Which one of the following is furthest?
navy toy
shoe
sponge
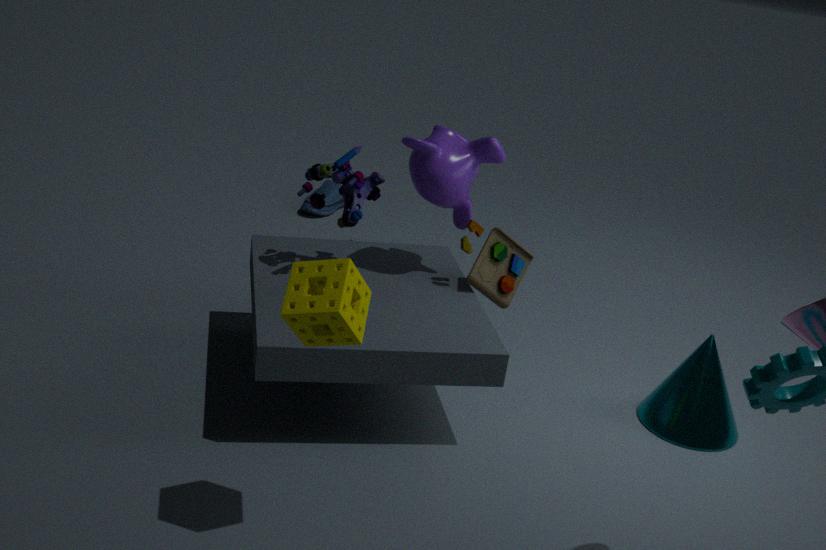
shoe
